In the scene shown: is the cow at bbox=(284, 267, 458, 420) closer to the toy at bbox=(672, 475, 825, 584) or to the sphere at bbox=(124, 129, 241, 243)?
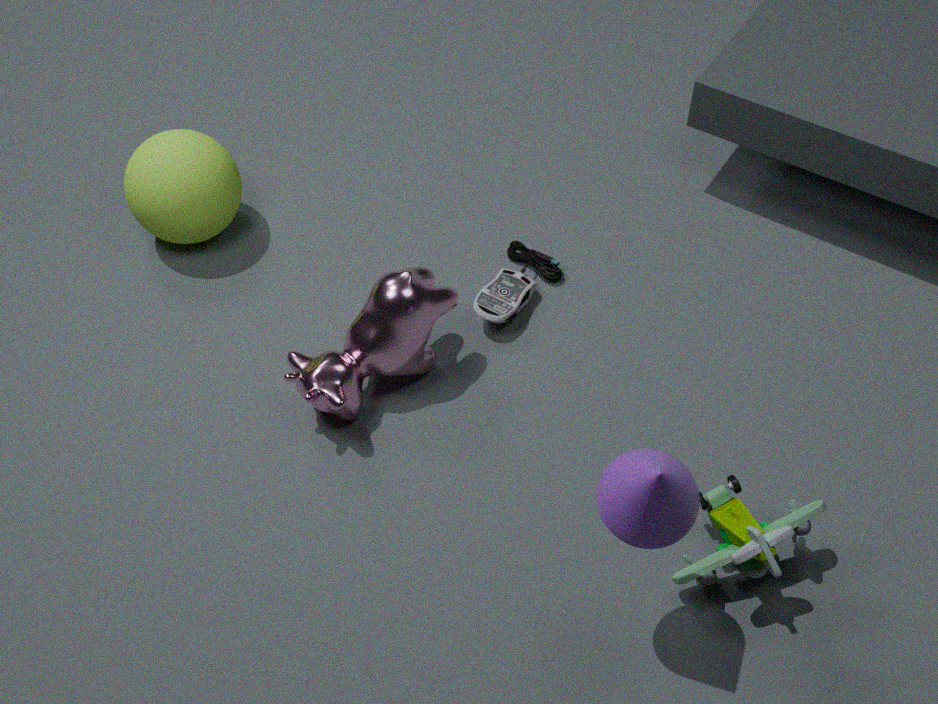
the sphere at bbox=(124, 129, 241, 243)
